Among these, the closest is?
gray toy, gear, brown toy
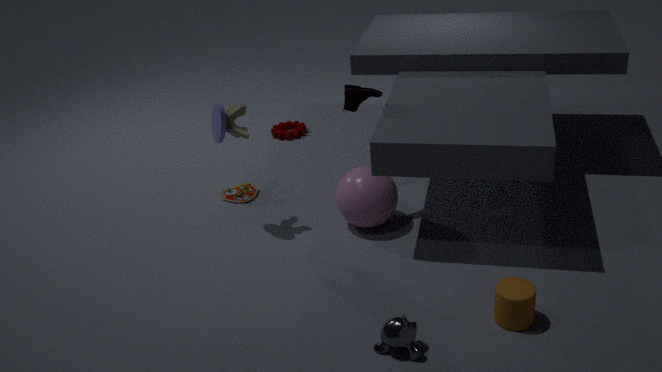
gray toy
